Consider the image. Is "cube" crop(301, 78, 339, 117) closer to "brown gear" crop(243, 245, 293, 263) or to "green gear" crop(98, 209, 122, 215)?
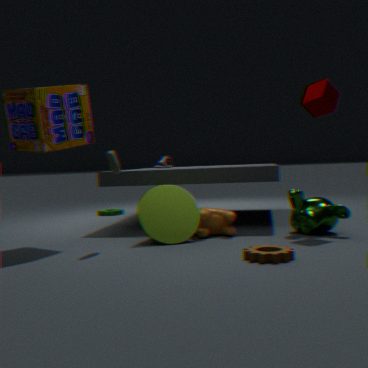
"brown gear" crop(243, 245, 293, 263)
